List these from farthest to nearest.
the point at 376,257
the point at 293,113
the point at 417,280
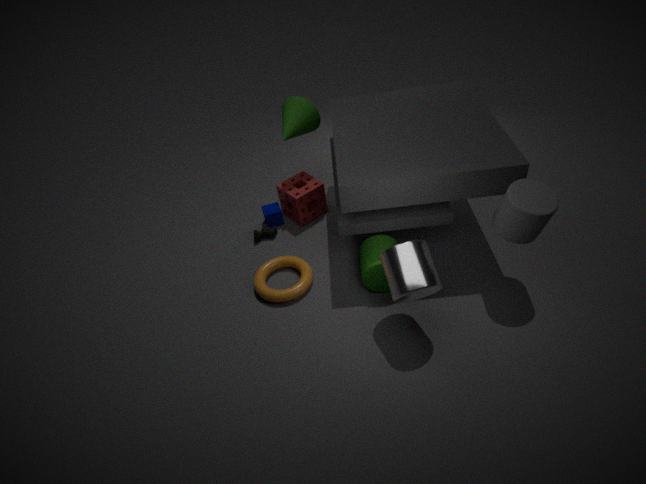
the point at 293,113 < the point at 376,257 < the point at 417,280
